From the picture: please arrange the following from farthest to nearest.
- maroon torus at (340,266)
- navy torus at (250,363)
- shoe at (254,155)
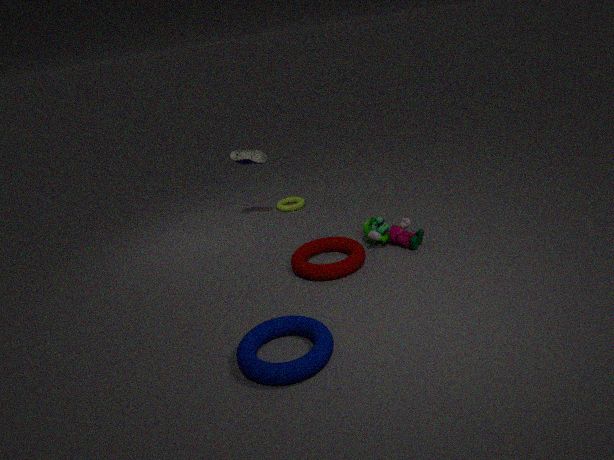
shoe at (254,155)
maroon torus at (340,266)
navy torus at (250,363)
